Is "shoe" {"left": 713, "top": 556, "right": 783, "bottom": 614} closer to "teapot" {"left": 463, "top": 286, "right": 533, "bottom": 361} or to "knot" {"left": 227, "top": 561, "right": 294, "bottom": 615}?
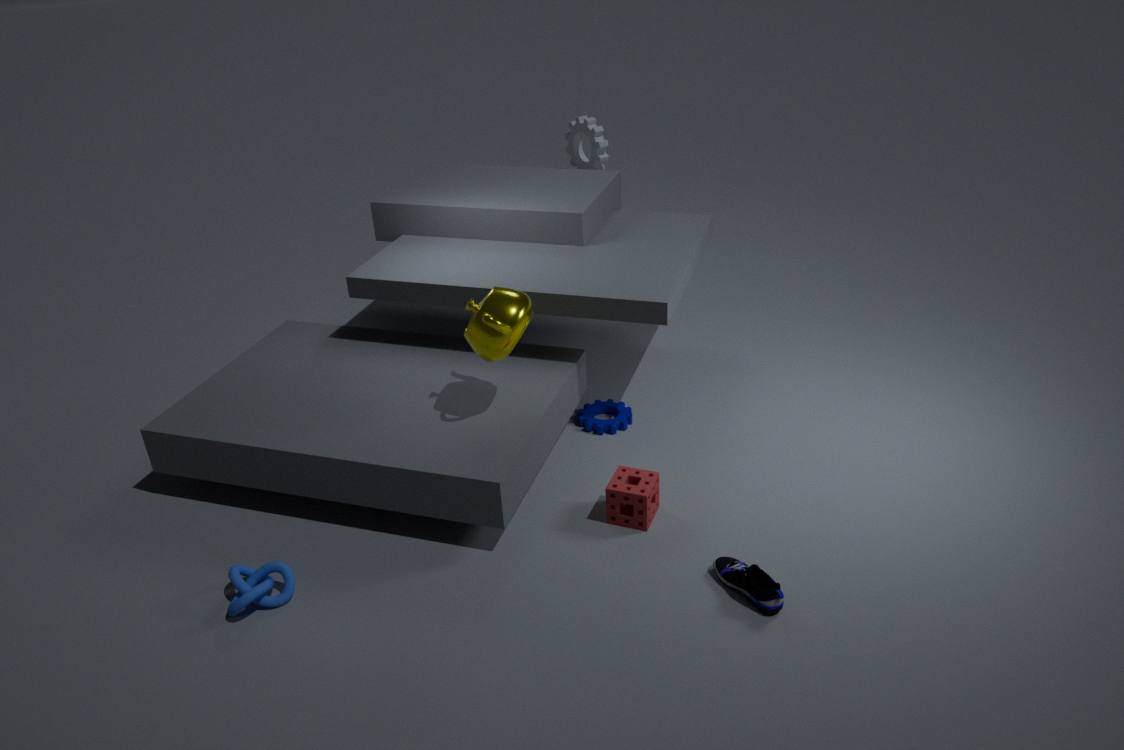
"teapot" {"left": 463, "top": 286, "right": 533, "bottom": 361}
